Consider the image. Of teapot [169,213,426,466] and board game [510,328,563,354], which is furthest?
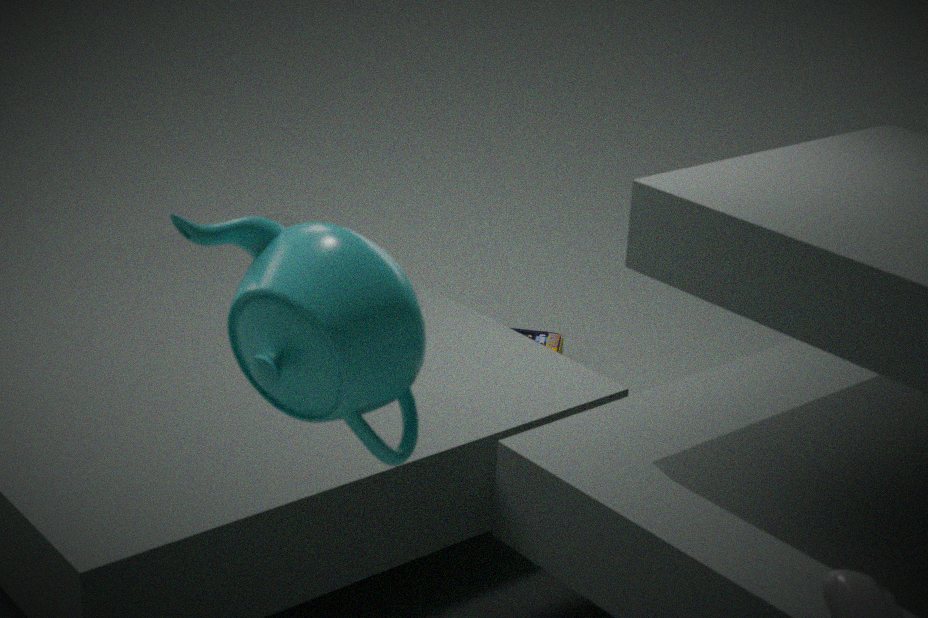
board game [510,328,563,354]
